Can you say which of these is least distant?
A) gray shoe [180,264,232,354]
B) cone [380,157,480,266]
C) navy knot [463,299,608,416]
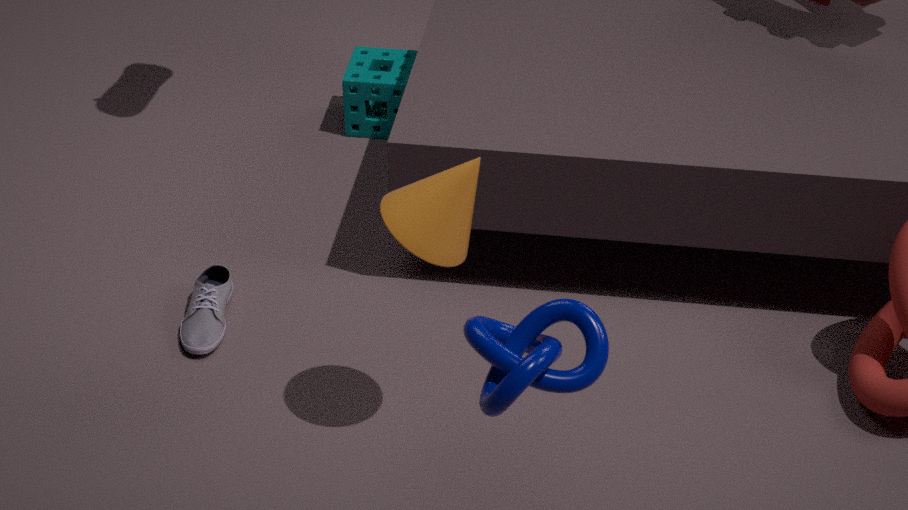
navy knot [463,299,608,416]
